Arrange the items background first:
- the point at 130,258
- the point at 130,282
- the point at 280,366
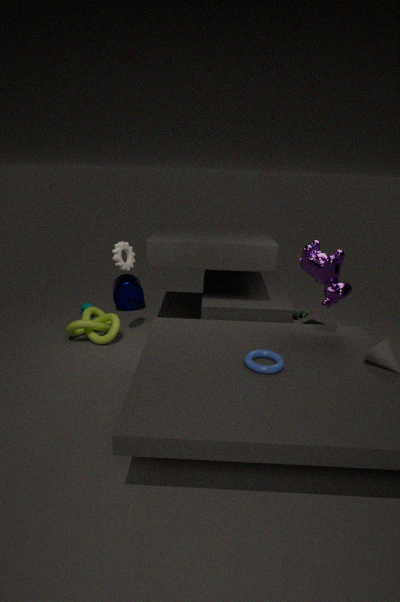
the point at 130,282 < the point at 130,258 < the point at 280,366
